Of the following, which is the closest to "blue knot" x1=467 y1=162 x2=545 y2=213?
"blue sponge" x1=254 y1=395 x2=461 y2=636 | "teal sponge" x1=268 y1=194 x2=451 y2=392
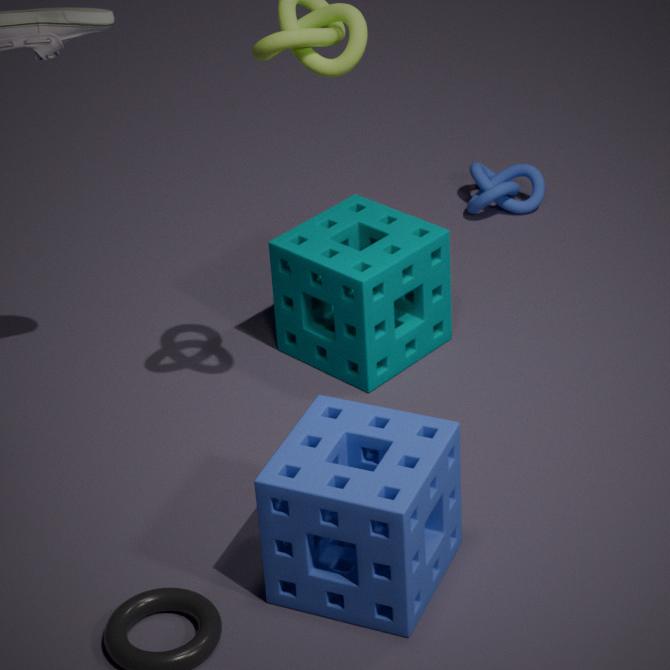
"teal sponge" x1=268 y1=194 x2=451 y2=392
